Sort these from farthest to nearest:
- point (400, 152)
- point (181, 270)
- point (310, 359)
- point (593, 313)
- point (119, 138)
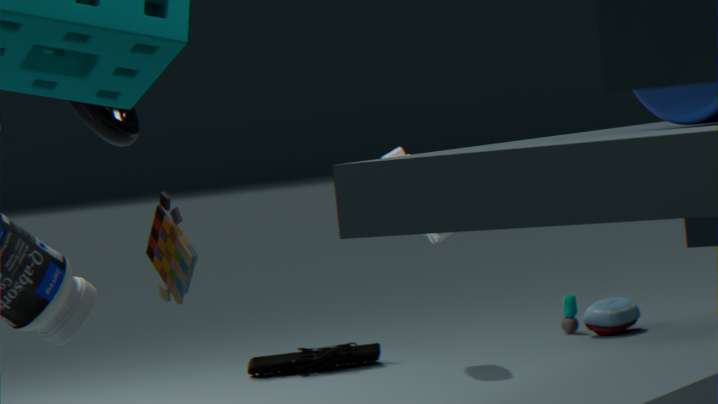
point (593, 313)
point (310, 359)
point (400, 152)
point (119, 138)
point (181, 270)
